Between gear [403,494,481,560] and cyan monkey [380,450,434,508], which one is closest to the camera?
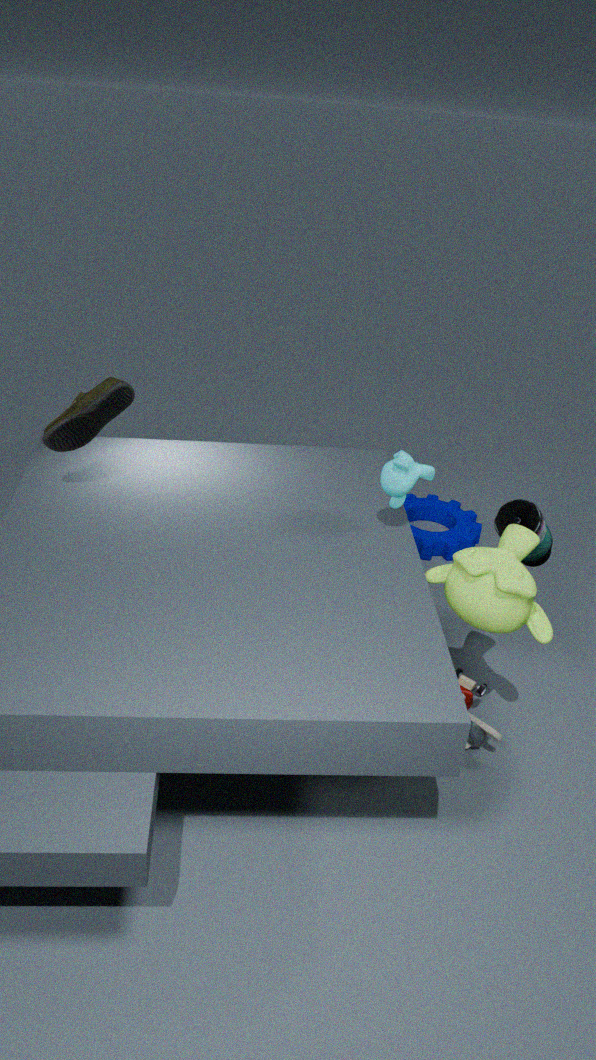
cyan monkey [380,450,434,508]
